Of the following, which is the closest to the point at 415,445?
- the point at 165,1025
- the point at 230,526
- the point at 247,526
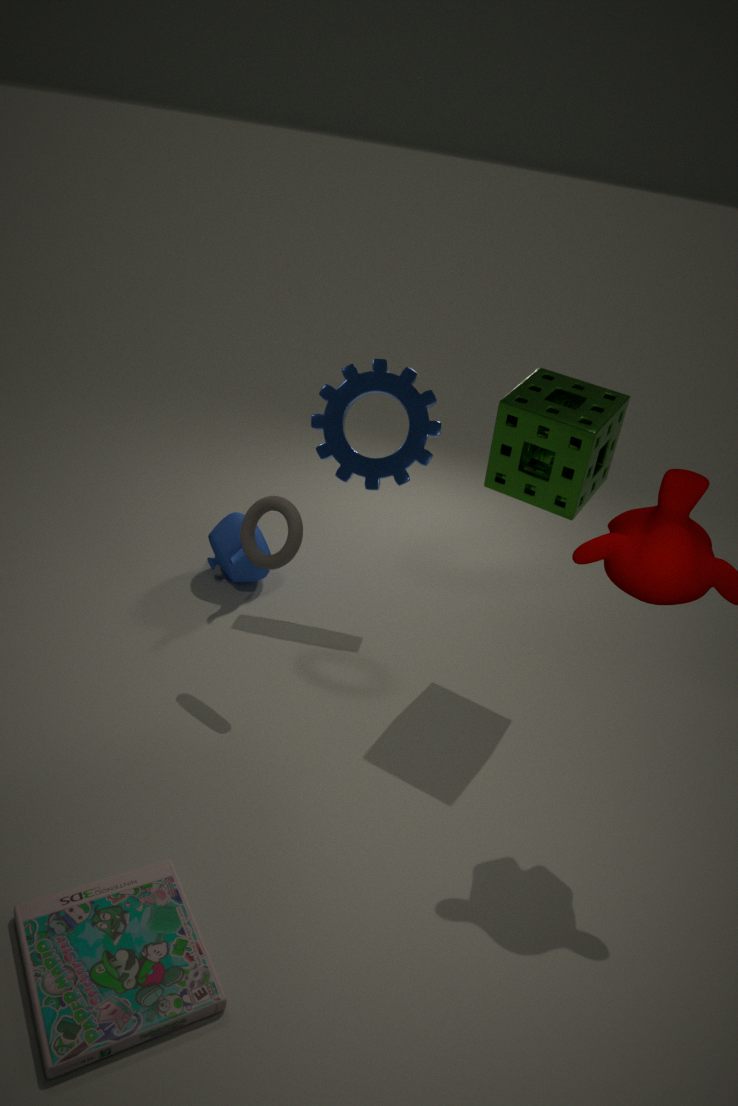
the point at 247,526
